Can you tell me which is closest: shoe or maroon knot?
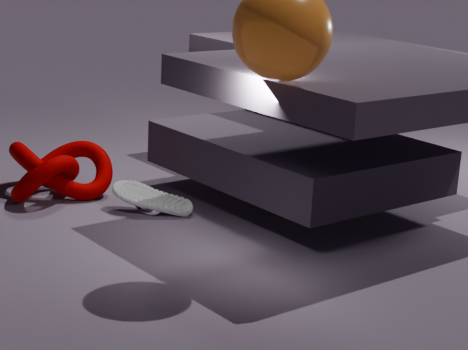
maroon knot
